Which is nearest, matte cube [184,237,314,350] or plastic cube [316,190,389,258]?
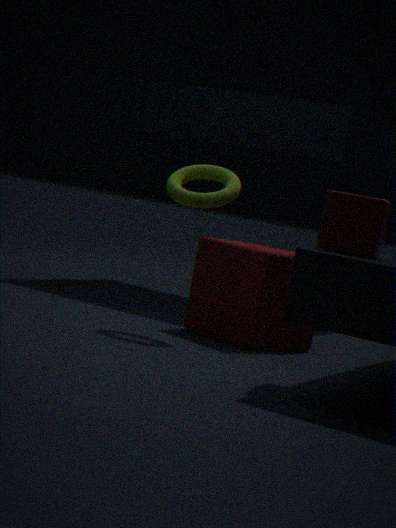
plastic cube [316,190,389,258]
